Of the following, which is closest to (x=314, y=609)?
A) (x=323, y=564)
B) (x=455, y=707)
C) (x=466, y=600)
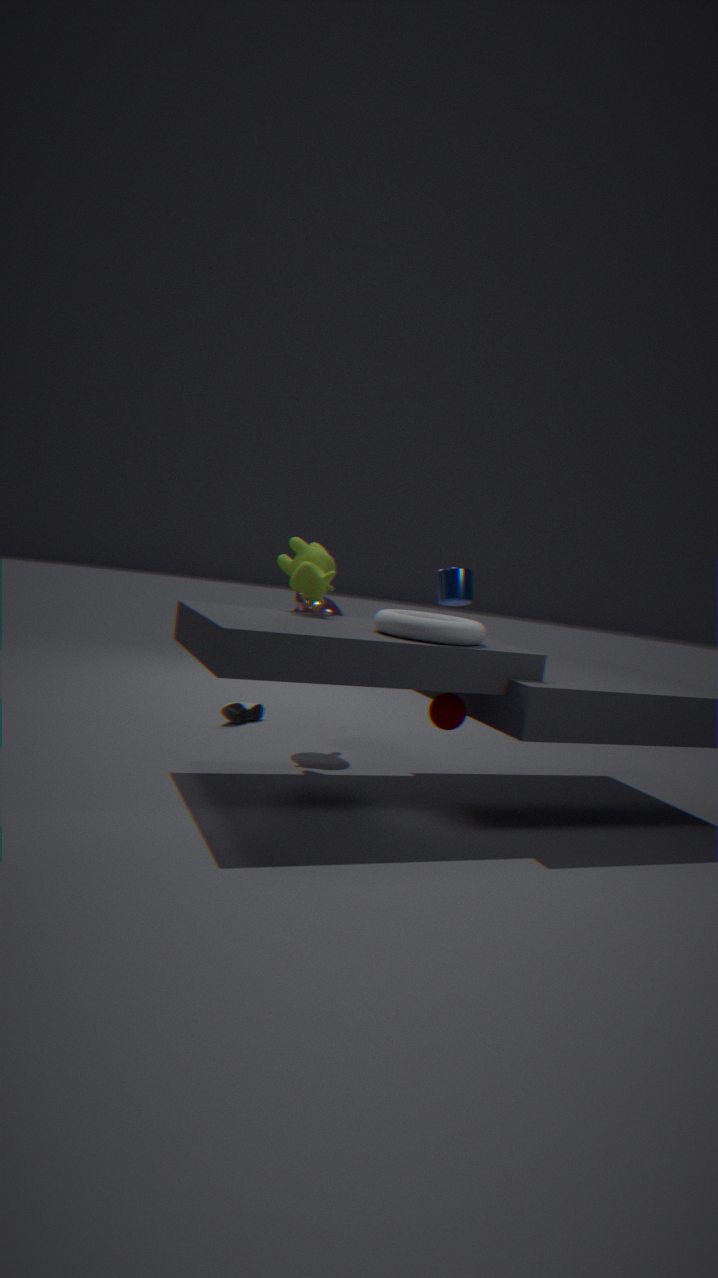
(x=323, y=564)
